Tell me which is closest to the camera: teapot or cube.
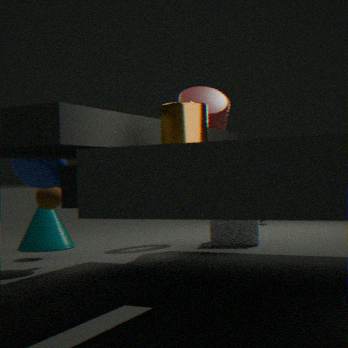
teapot
